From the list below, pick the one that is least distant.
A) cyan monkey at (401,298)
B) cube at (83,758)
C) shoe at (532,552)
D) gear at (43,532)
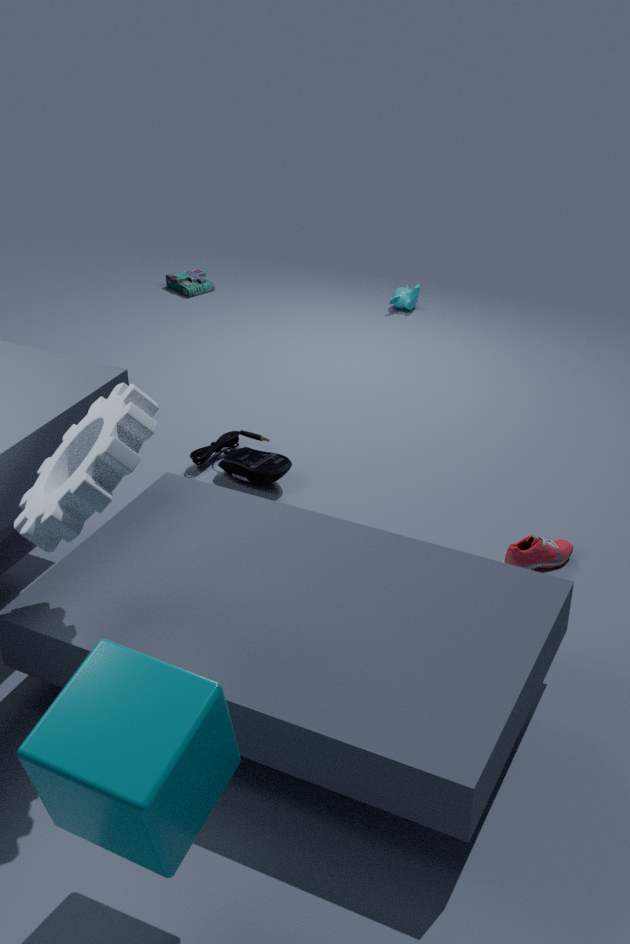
B. cube at (83,758)
